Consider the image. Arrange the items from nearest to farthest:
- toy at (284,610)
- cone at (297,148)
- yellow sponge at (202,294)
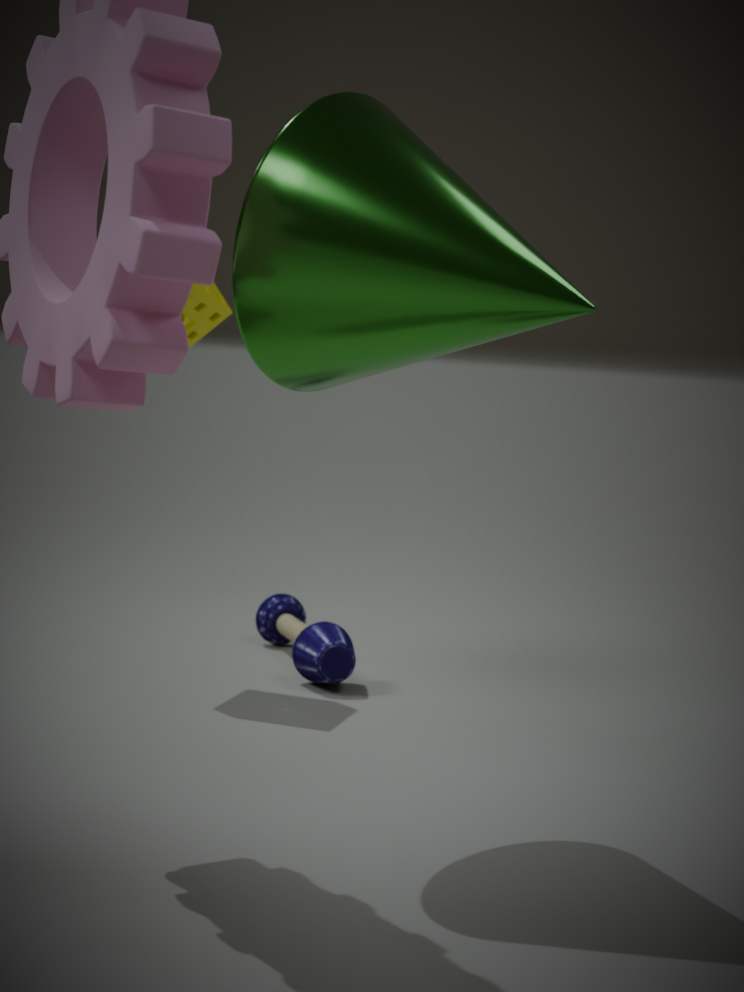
cone at (297,148), yellow sponge at (202,294), toy at (284,610)
